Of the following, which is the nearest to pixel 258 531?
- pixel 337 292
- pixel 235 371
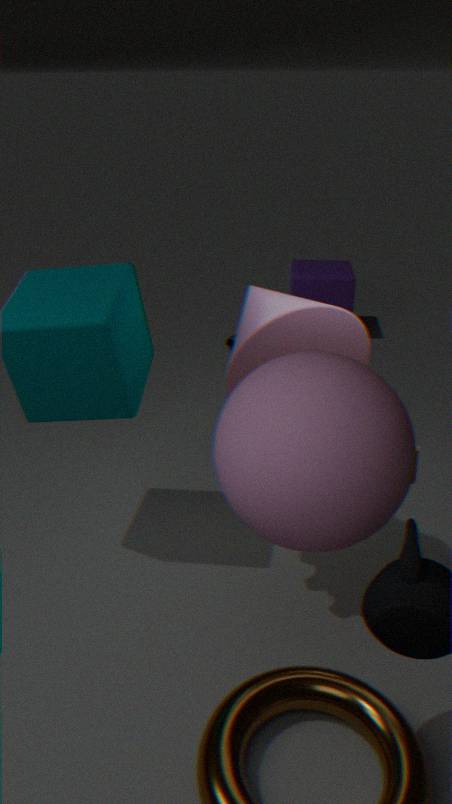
pixel 235 371
